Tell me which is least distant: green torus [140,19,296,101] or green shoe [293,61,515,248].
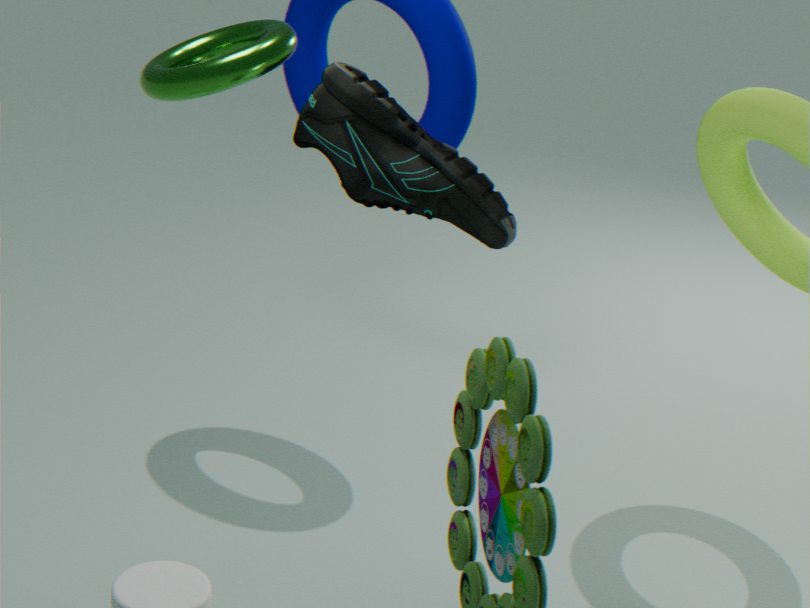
green torus [140,19,296,101]
